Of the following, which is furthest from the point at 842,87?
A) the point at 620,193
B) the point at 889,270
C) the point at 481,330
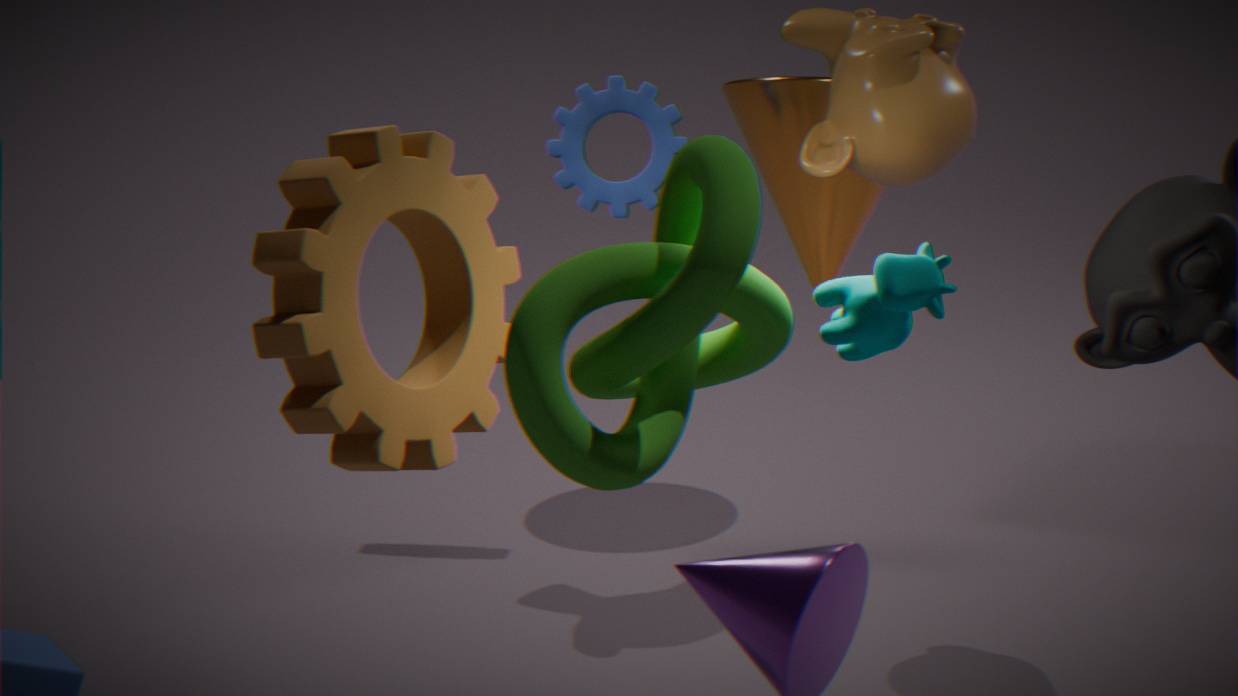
the point at 481,330
